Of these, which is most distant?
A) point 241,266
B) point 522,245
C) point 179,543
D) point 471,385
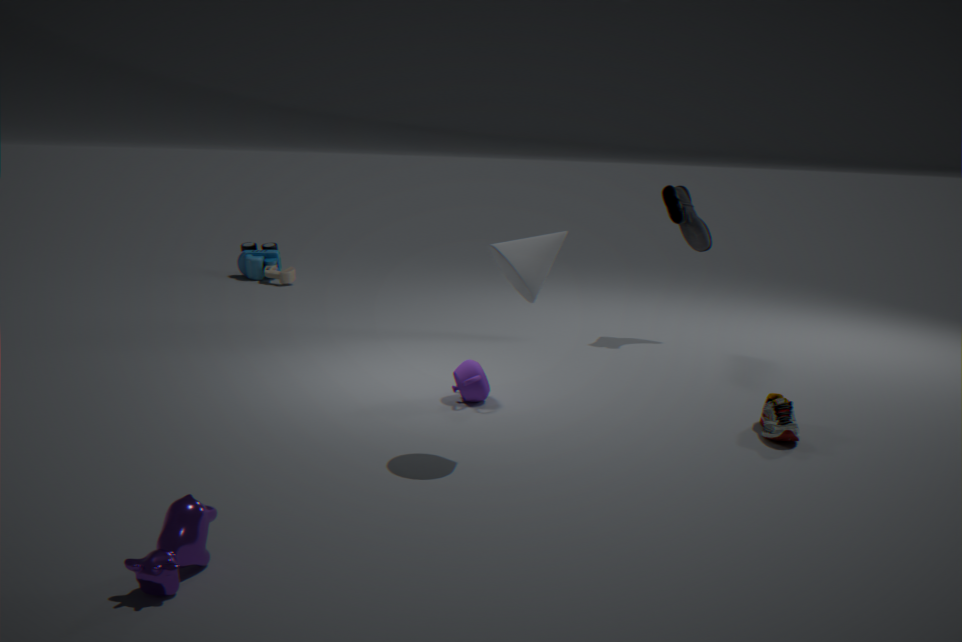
point 241,266
